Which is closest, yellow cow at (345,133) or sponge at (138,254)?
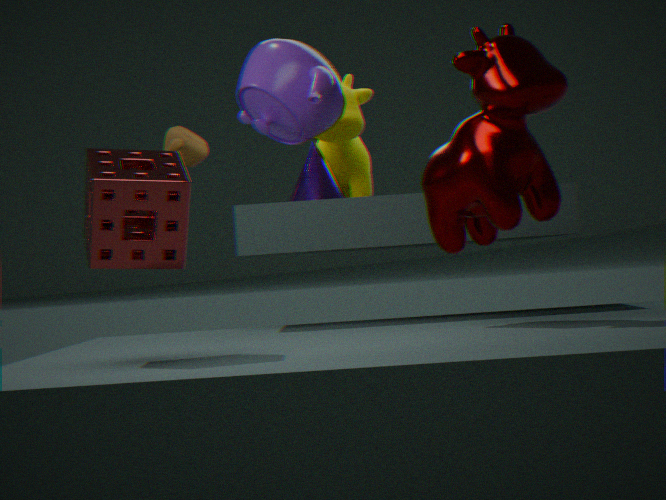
sponge at (138,254)
